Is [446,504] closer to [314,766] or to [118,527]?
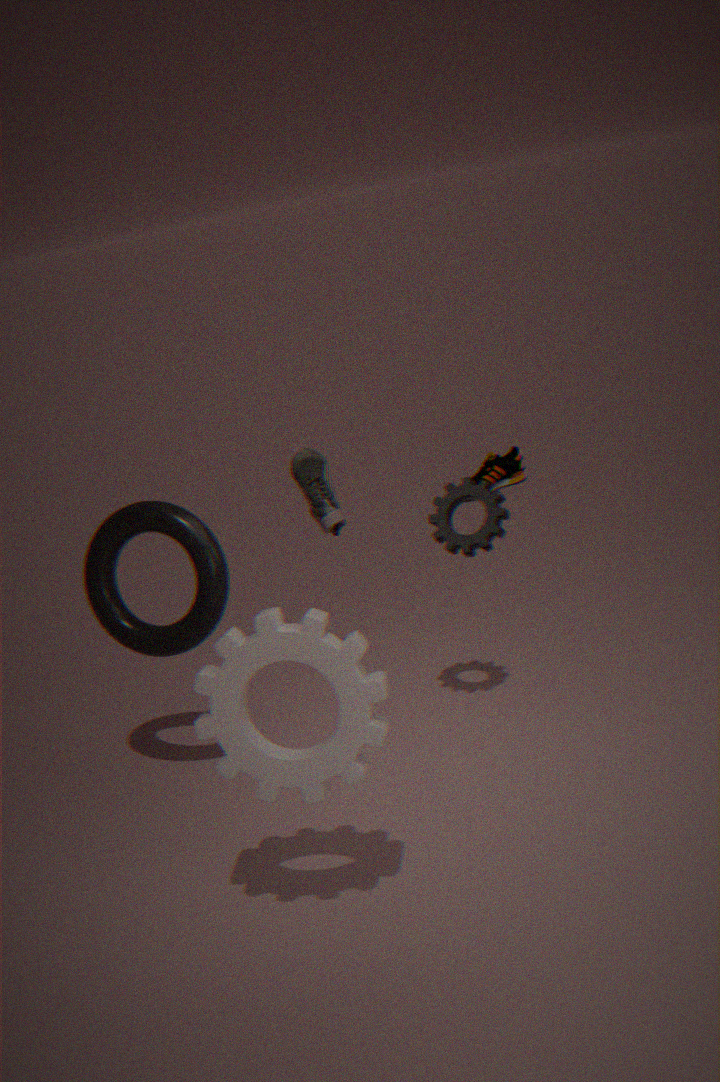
[118,527]
